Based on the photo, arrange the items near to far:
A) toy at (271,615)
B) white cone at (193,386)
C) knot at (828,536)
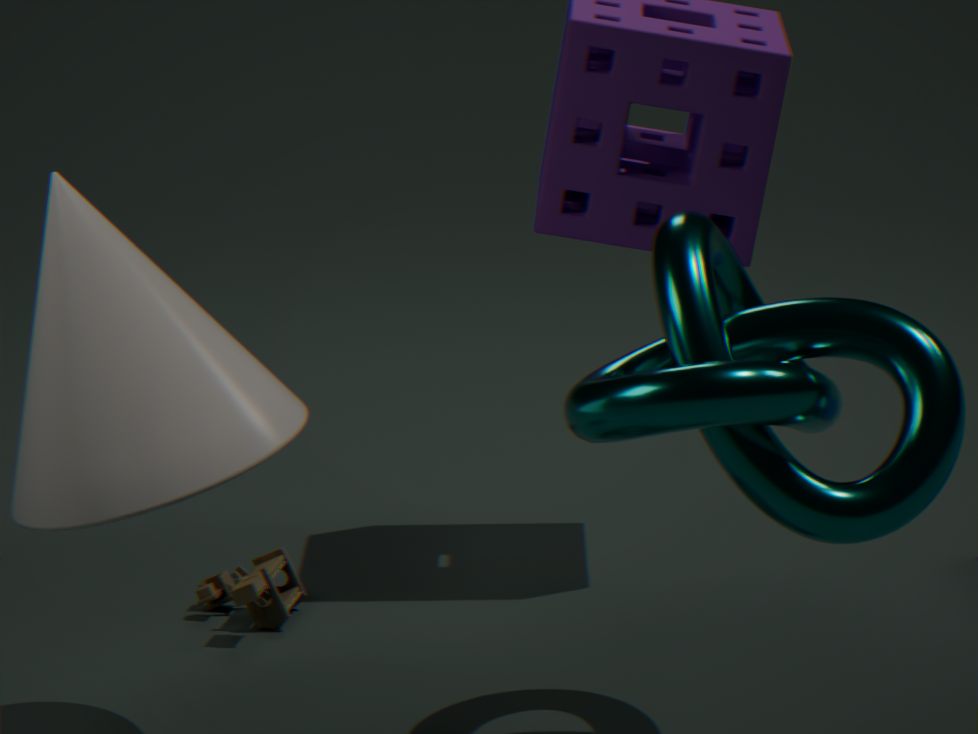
knot at (828,536) → white cone at (193,386) → toy at (271,615)
